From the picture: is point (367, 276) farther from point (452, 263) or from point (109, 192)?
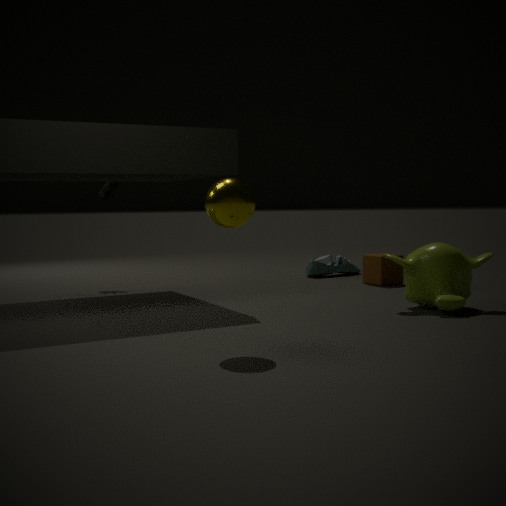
point (109, 192)
